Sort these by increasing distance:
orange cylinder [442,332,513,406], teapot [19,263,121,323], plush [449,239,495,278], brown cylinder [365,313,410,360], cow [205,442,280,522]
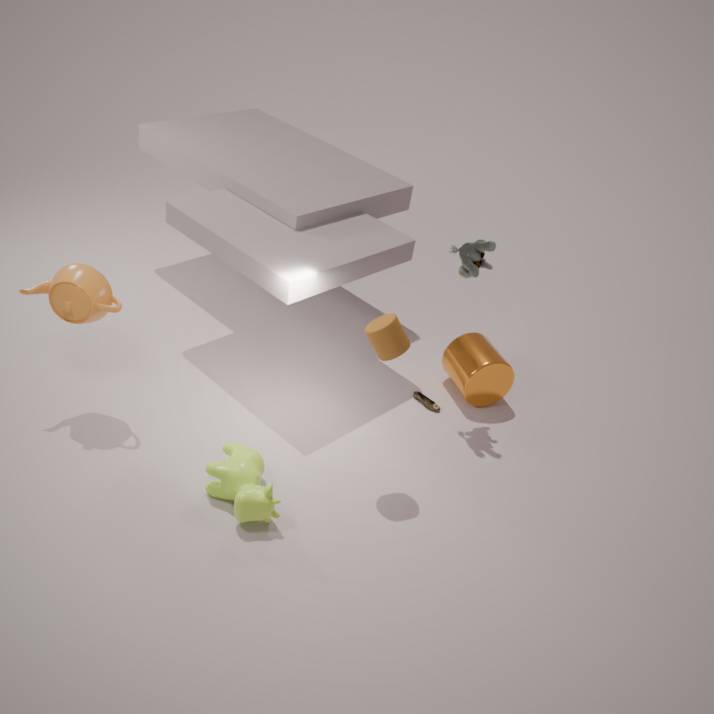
cow [205,442,280,522] < brown cylinder [365,313,410,360] < teapot [19,263,121,323] < plush [449,239,495,278] < orange cylinder [442,332,513,406]
